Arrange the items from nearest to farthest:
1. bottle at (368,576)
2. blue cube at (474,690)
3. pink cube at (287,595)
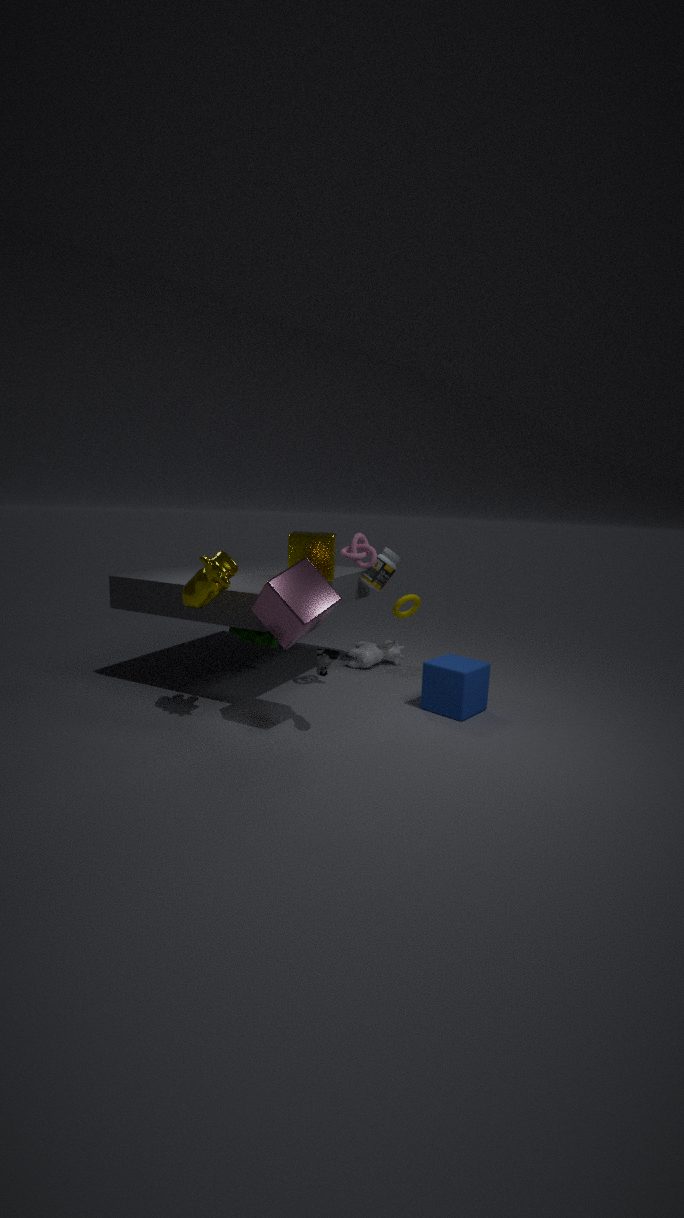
pink cube at (287,595) < blue cube at (474,690) < bottle at (368,576)
